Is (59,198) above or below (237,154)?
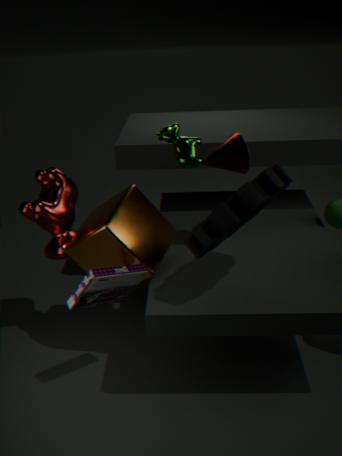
below
